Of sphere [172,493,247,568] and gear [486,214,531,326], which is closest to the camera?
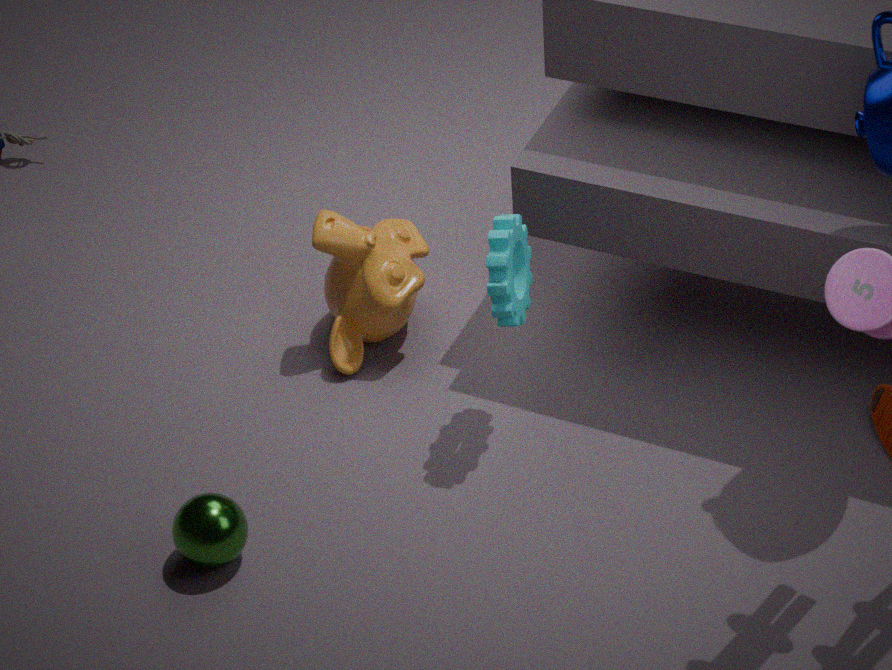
sphere [172,493,247,568]
